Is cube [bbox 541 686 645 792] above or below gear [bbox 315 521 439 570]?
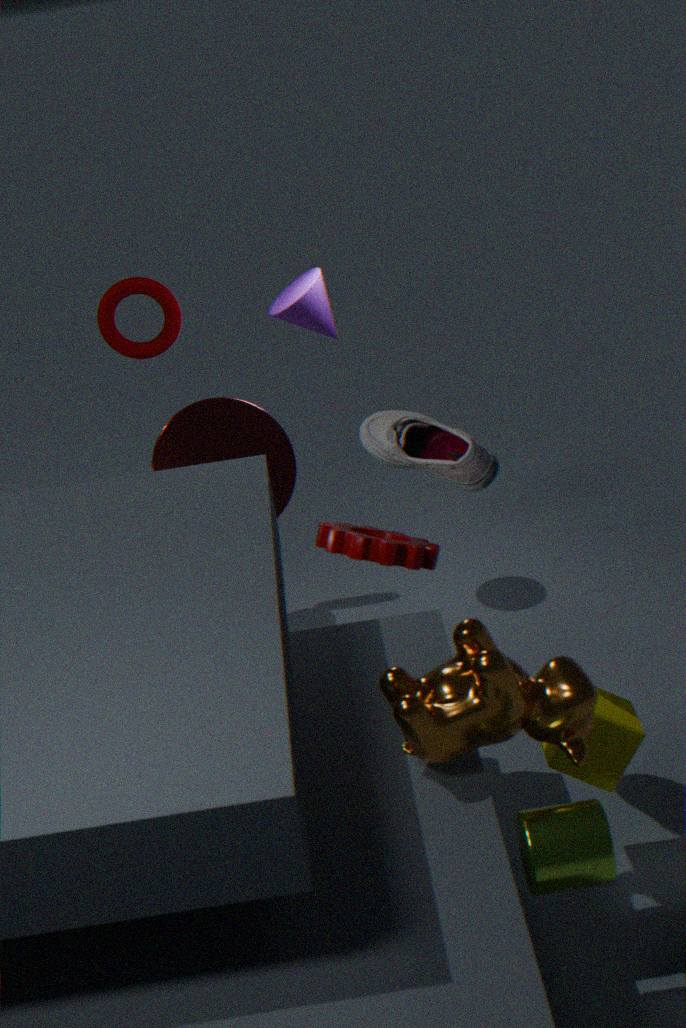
below
